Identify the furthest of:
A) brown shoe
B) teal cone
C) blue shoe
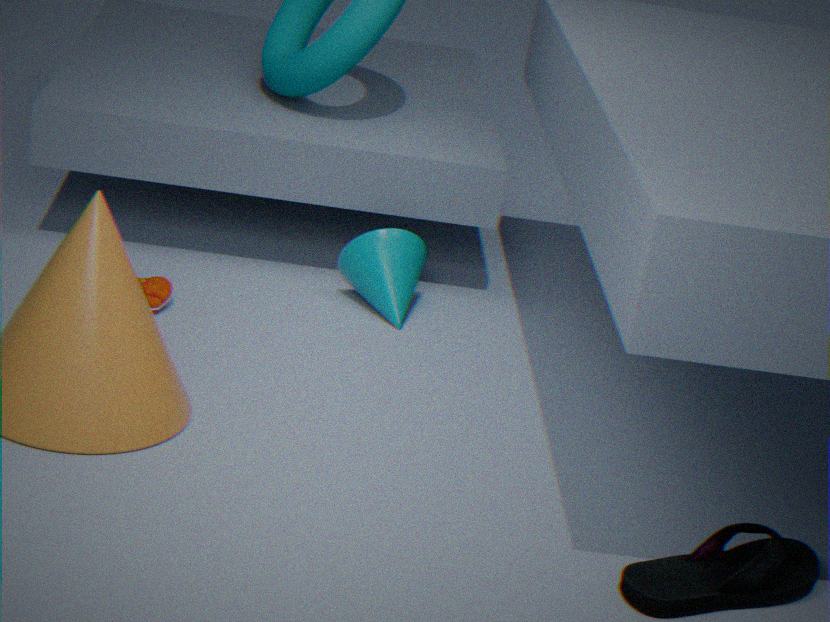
teal cone
